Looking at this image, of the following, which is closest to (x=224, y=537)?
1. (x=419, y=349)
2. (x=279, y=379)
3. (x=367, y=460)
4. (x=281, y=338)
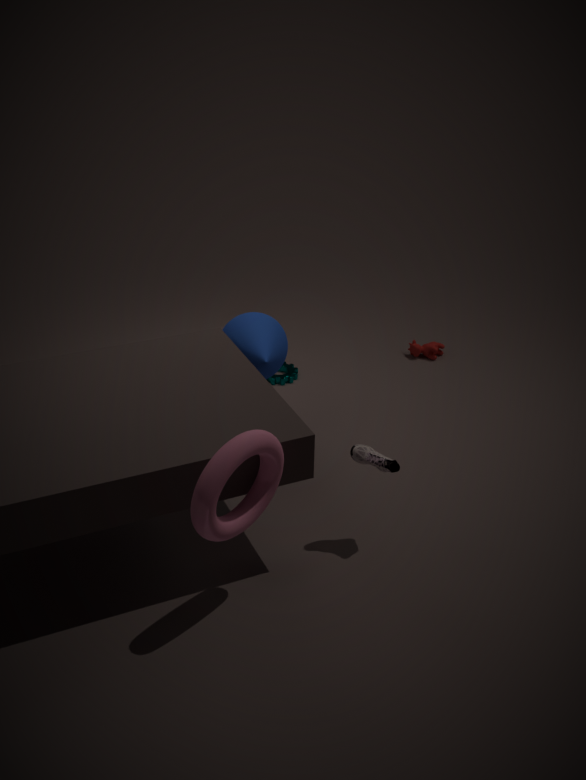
(x=367, y=460)
